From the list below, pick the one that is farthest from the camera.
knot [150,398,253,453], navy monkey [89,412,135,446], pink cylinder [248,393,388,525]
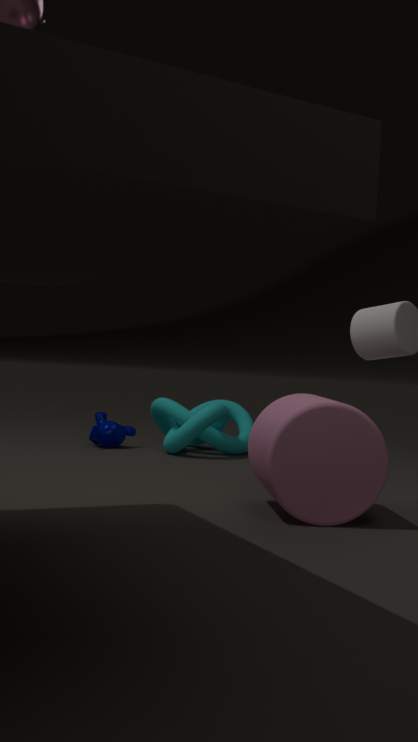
navy monkey [89,412,135,446]
